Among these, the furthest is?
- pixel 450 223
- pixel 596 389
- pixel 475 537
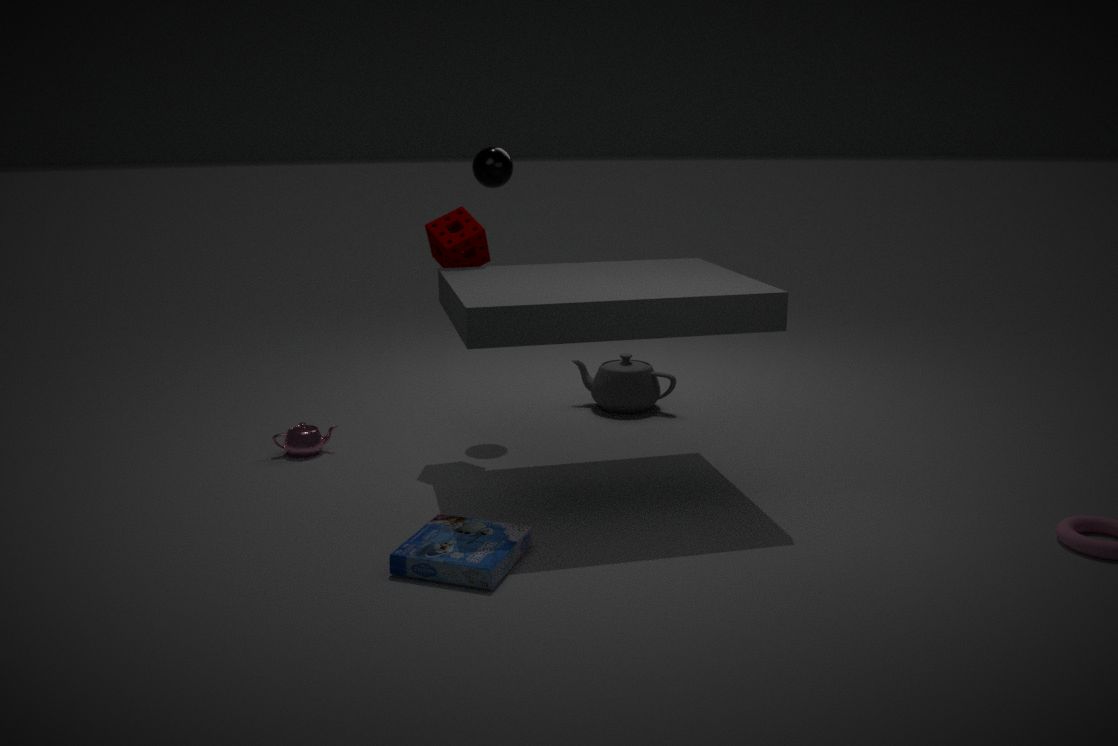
pixel 596 389
